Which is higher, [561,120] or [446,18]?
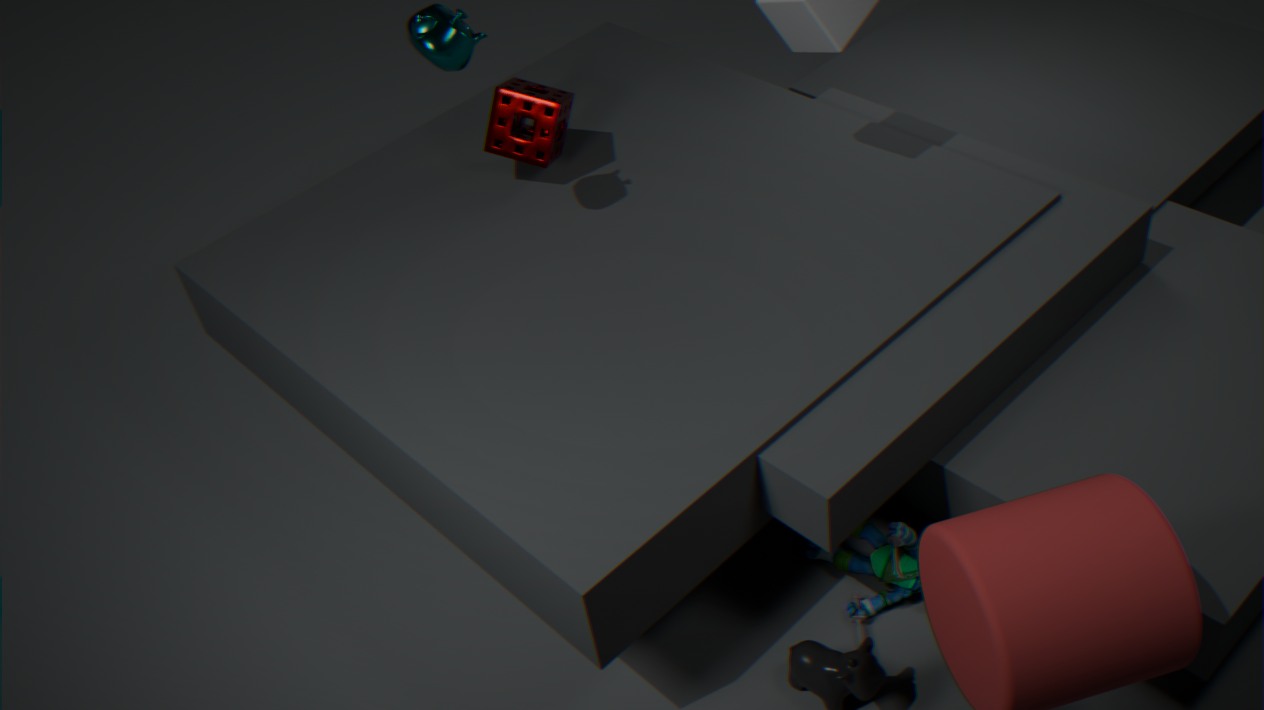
[446,18]
